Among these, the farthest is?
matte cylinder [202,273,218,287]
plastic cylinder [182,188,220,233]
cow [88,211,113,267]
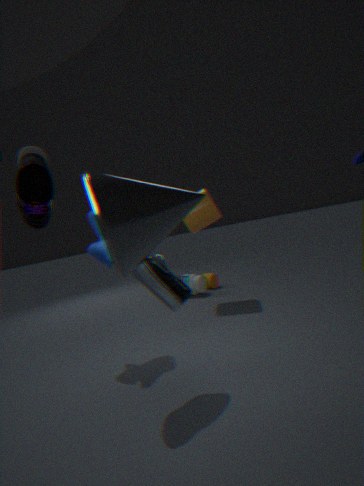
matte cylinder [202,273,218,287]
